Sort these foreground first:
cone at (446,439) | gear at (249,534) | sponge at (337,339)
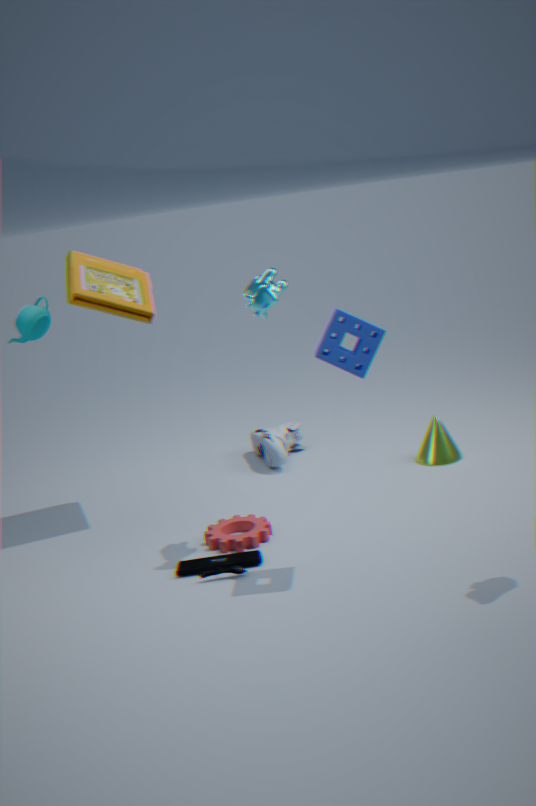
sponge at (337,339), gear at (249,534), cone at (446,439)
